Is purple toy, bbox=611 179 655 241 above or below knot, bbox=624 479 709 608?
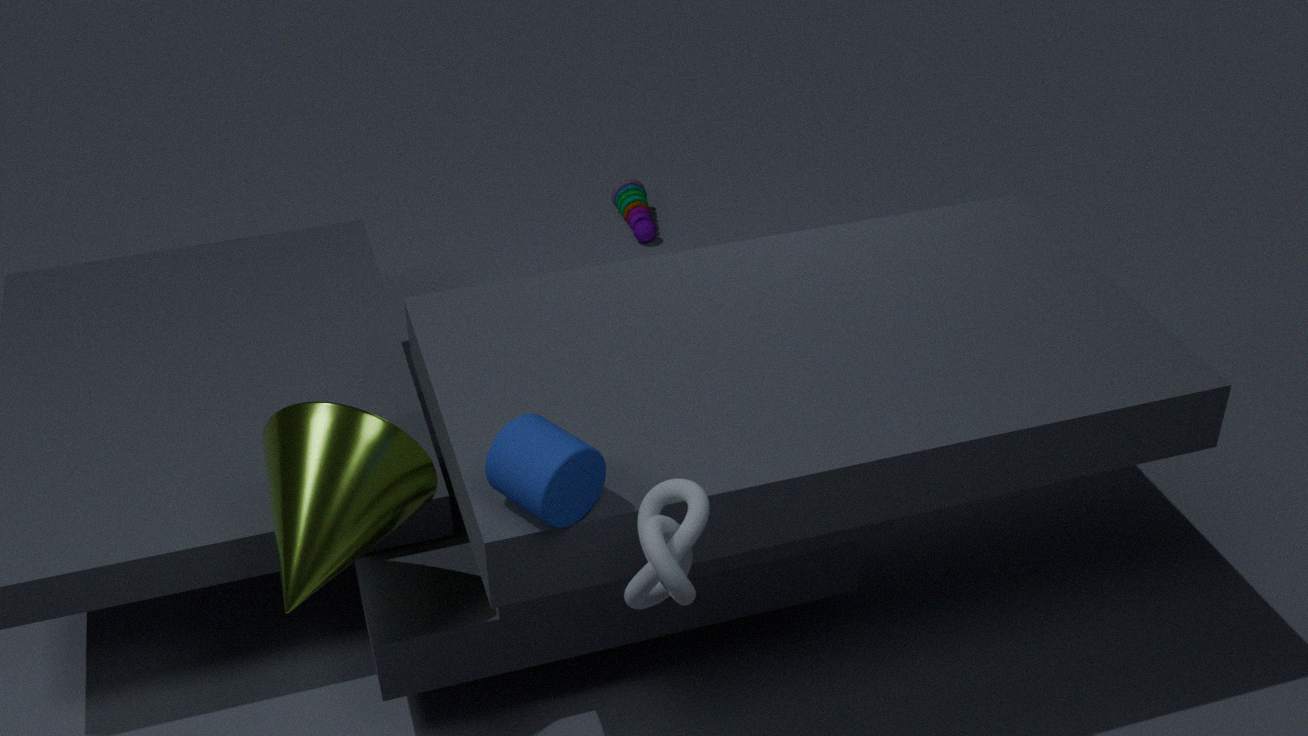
below
